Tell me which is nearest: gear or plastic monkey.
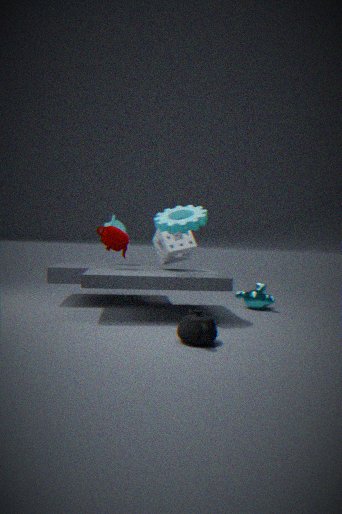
gear
